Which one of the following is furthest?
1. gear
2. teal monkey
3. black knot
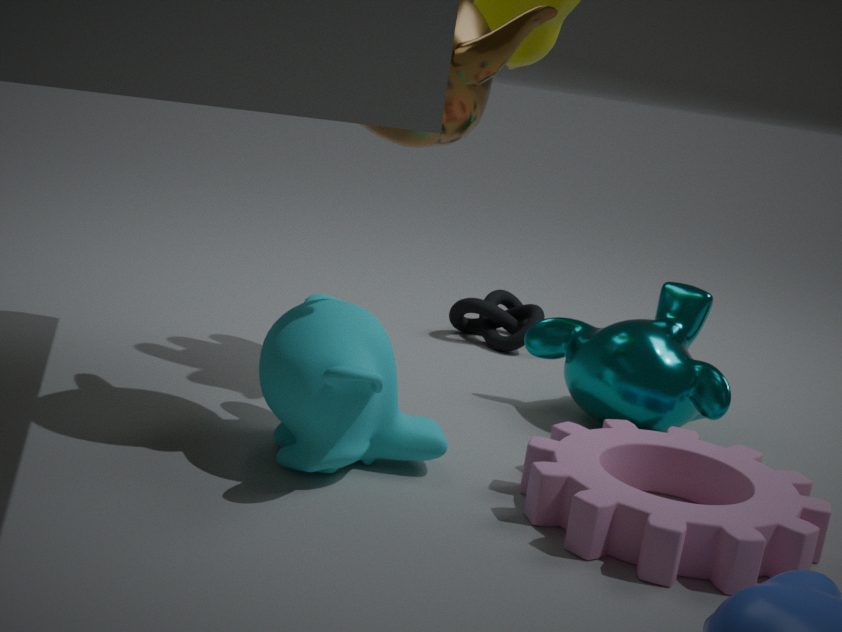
black knot
